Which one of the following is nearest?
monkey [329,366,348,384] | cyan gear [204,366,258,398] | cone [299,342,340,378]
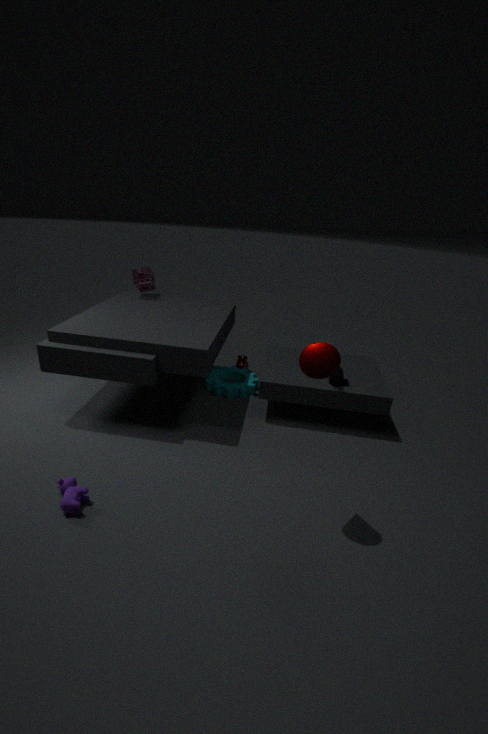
cone [299,342,340,378]
